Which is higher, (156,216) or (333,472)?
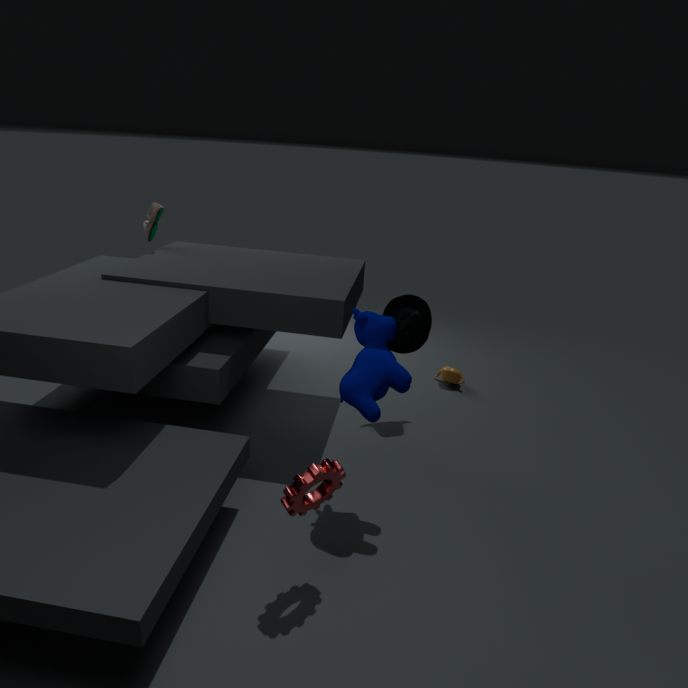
(156,216)
